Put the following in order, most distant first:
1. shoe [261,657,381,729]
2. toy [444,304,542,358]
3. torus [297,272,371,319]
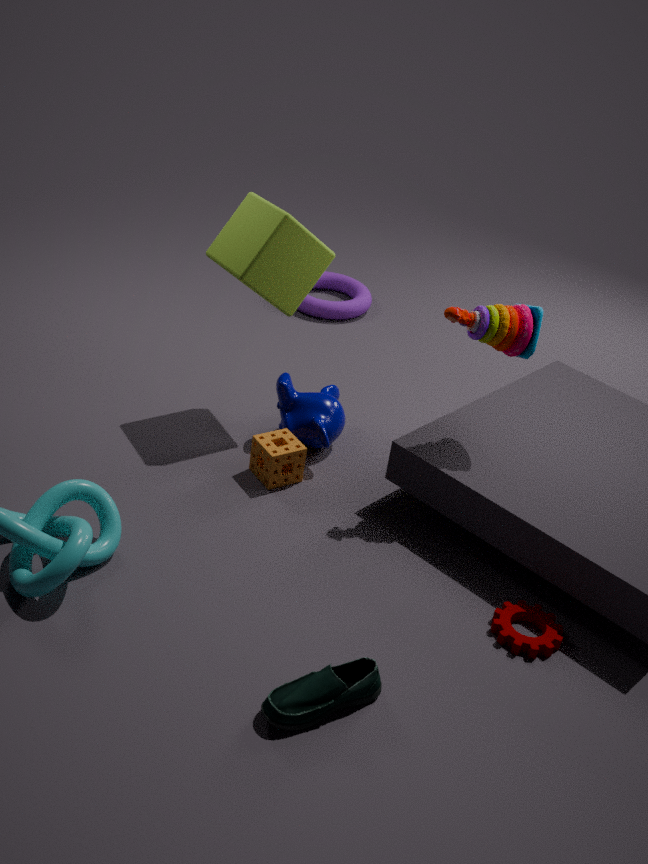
torus [297,272,371,319], toy [444,304,542,358], shoe [261,657,381,729]
